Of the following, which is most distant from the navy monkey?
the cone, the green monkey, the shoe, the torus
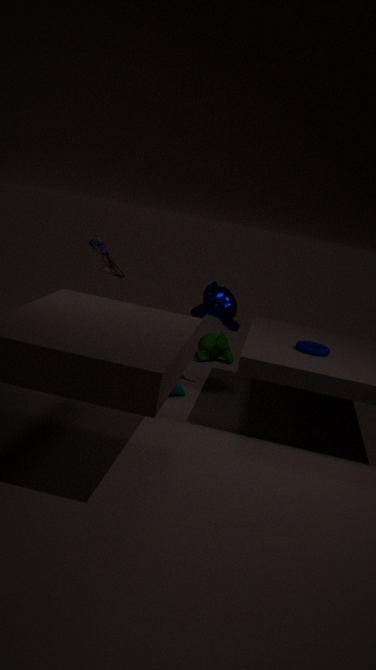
the green monkey
